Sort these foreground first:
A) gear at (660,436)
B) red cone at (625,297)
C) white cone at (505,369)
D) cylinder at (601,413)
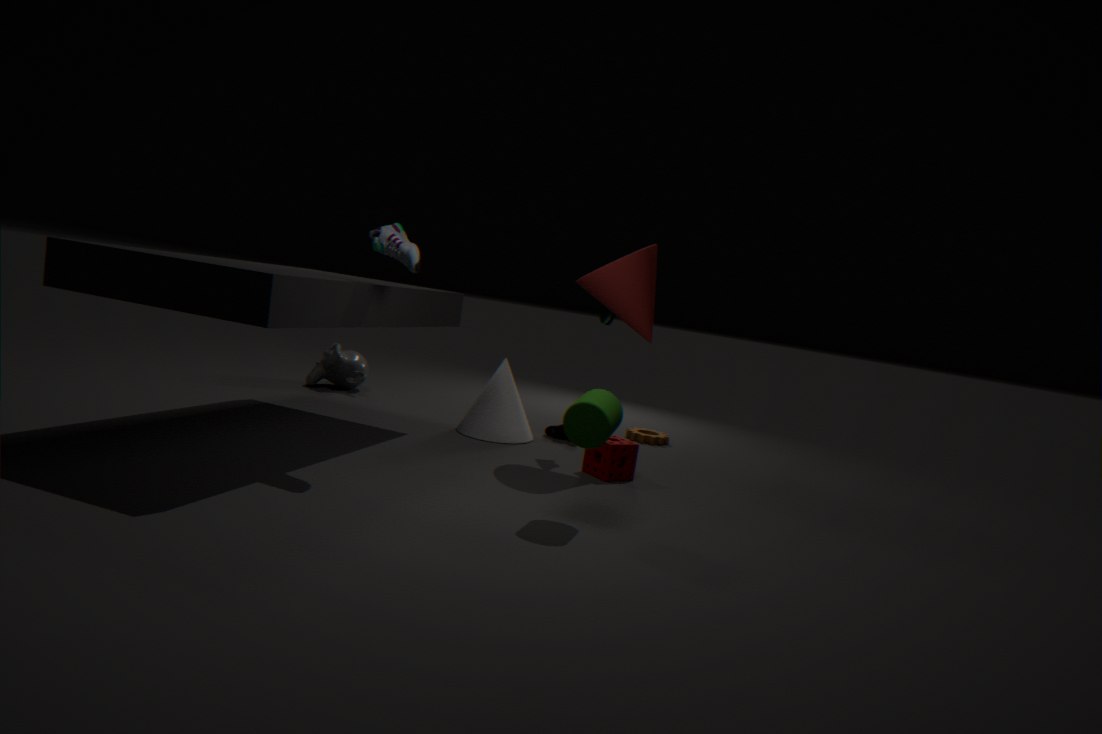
cylinder at (601,413), red cone at (625,297), white cone at (505,369), gear at (660,436)
